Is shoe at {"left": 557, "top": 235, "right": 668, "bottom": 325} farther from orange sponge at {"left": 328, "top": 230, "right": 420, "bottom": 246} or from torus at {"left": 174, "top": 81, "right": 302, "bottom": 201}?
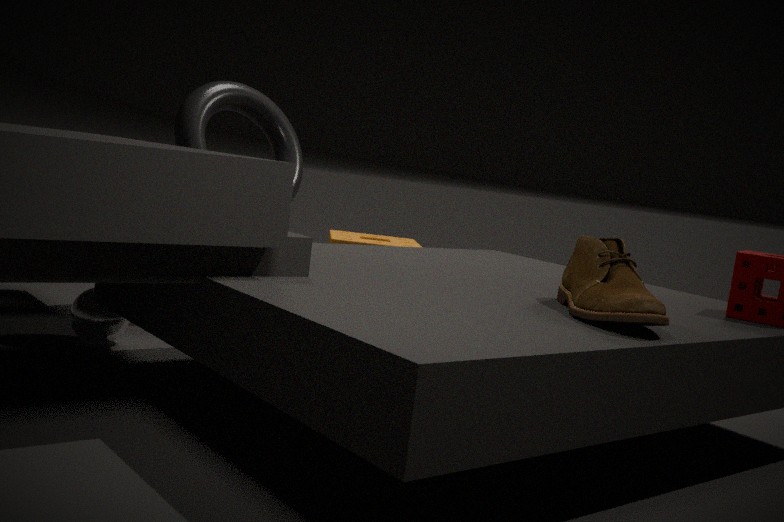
torus at {"left": 174, "top": 81, "right": 302, "bottom": 201}
